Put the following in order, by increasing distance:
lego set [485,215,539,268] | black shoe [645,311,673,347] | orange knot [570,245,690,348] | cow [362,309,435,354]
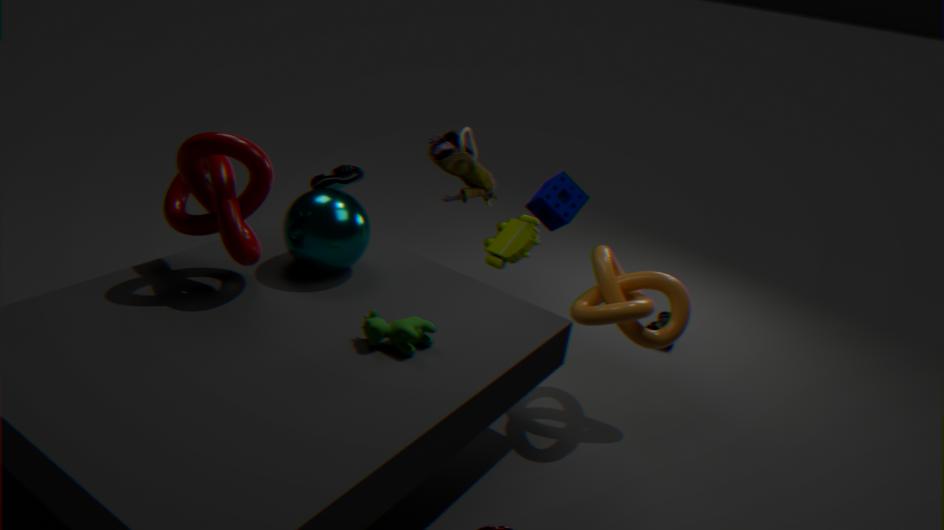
cow [362,309,435,354] < orange knot [570,245,690,348] < lego set [485,215,539,268] < black shoe [645,311,673,347]
